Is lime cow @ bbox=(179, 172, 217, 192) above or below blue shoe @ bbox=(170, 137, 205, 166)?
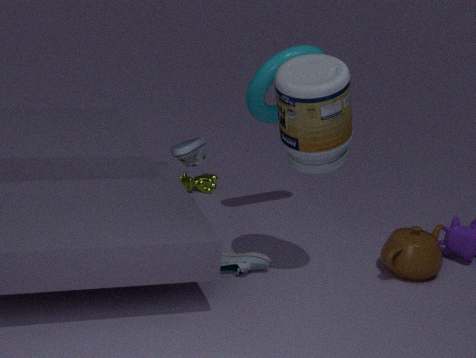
below
